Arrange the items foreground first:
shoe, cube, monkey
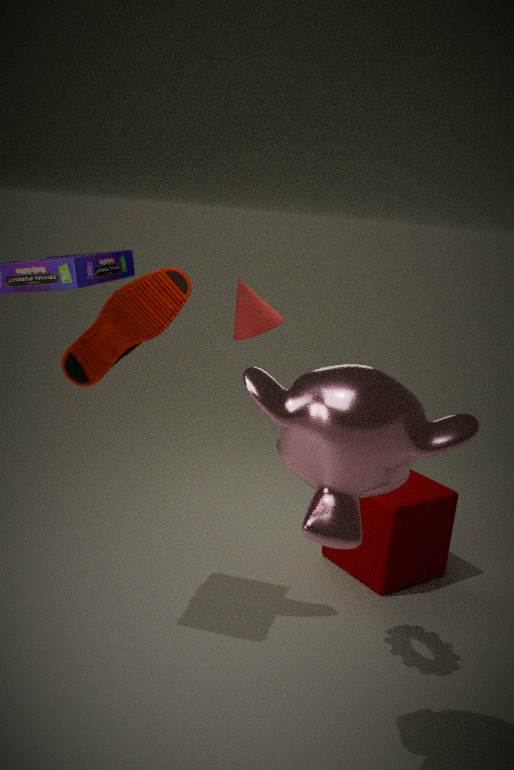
monkey → shoe → cube
